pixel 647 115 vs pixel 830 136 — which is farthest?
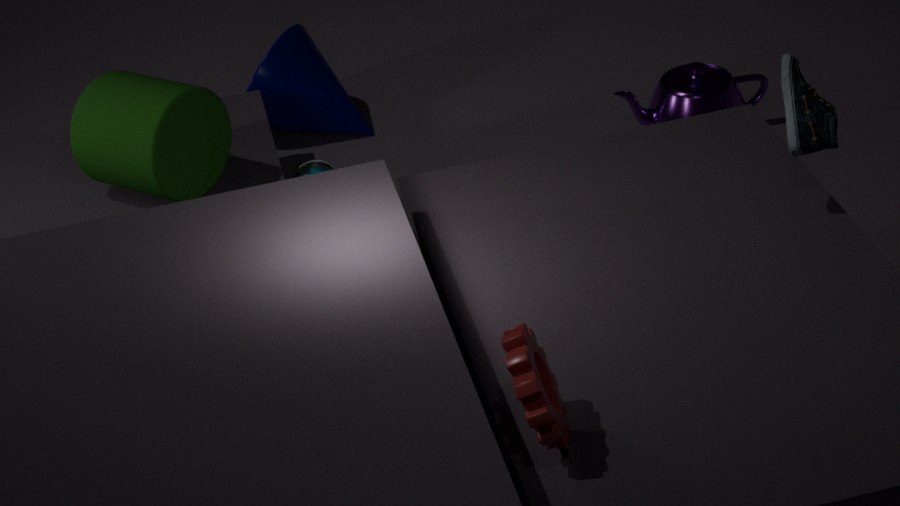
pixel 647 115
